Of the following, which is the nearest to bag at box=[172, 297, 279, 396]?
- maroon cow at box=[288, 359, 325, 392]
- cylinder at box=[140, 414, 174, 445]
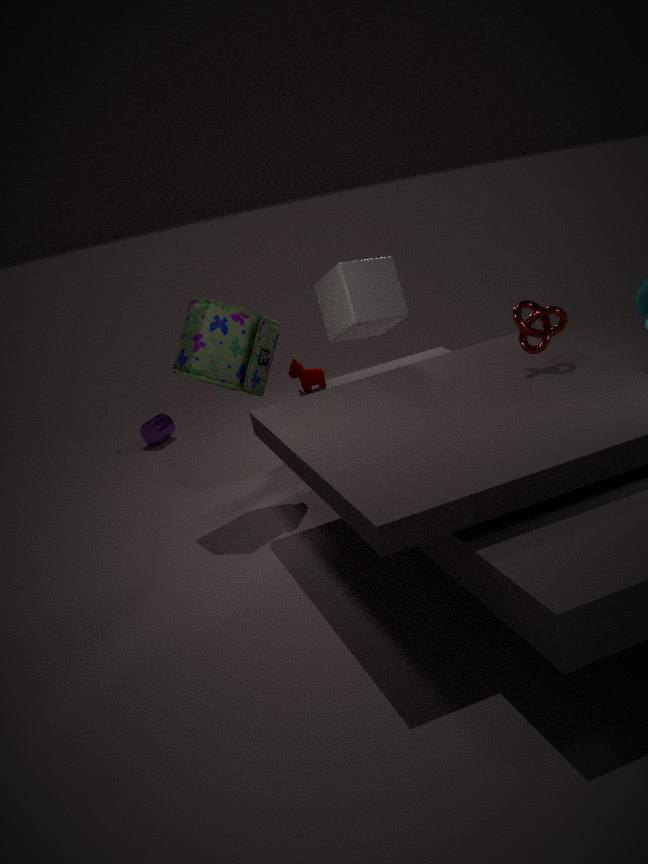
maroon cow at box=[288, 359, 325, 392]
